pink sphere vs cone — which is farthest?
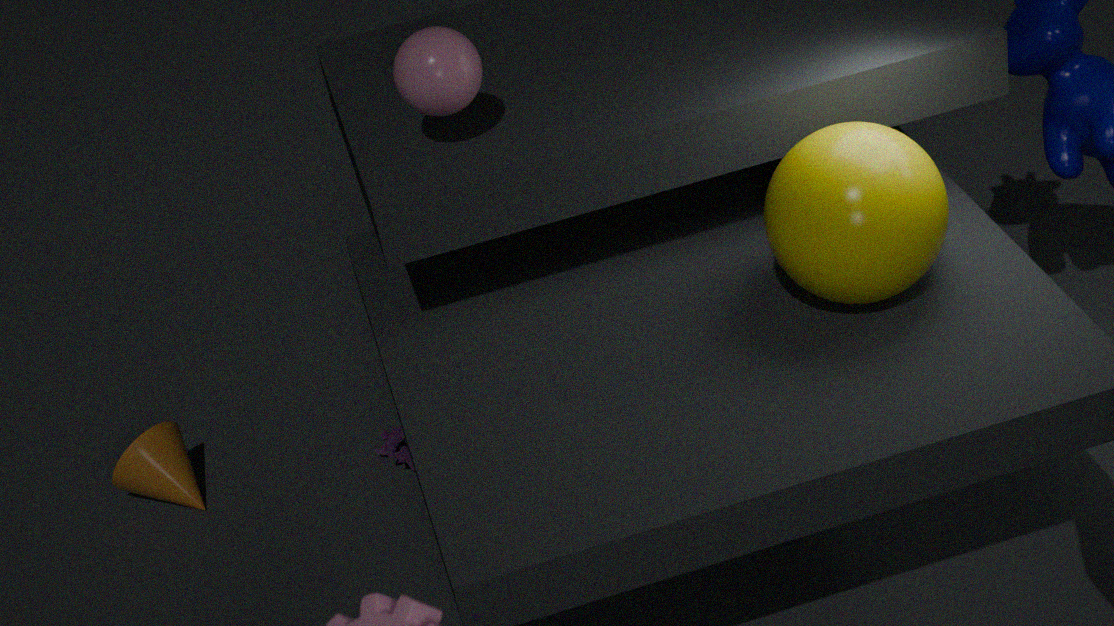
cone
